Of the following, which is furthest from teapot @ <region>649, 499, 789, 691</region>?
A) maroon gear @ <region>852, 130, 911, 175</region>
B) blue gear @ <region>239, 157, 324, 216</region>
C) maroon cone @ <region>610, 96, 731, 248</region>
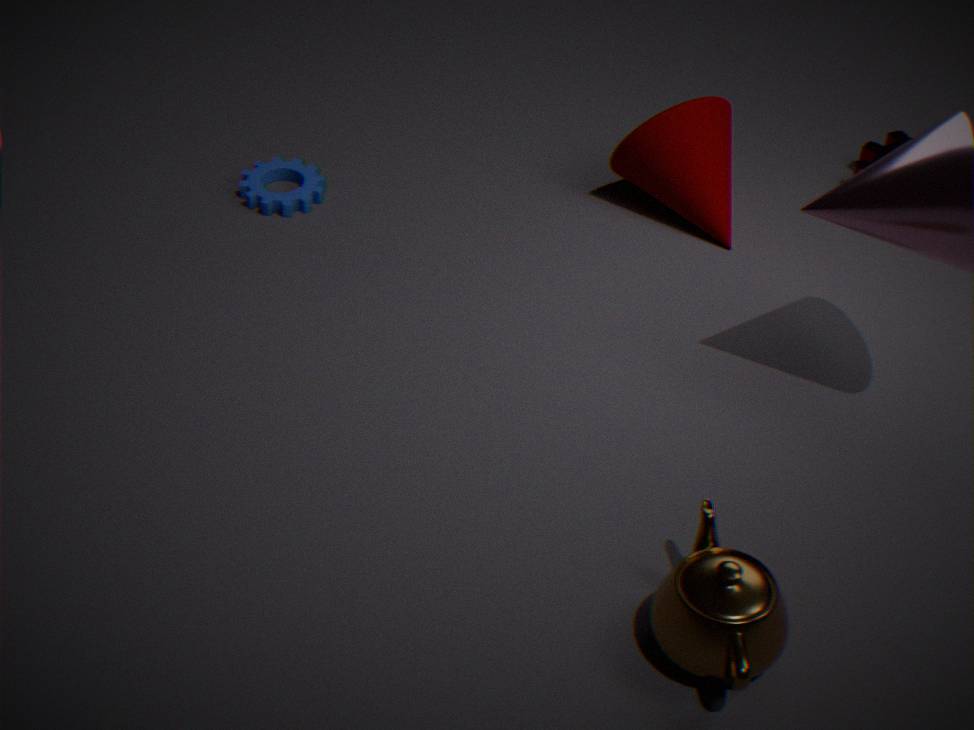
blue gear @ <region>239, 157, 324, 216</region>
